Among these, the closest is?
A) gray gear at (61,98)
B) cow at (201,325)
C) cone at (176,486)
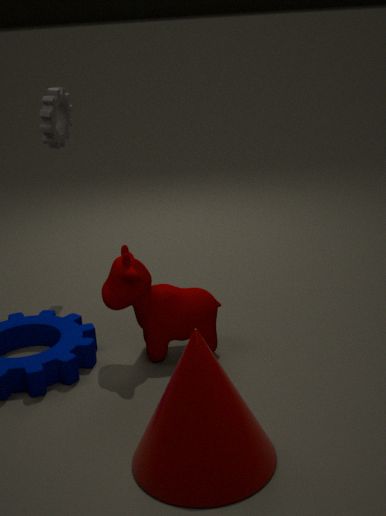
cone at (176,486)
